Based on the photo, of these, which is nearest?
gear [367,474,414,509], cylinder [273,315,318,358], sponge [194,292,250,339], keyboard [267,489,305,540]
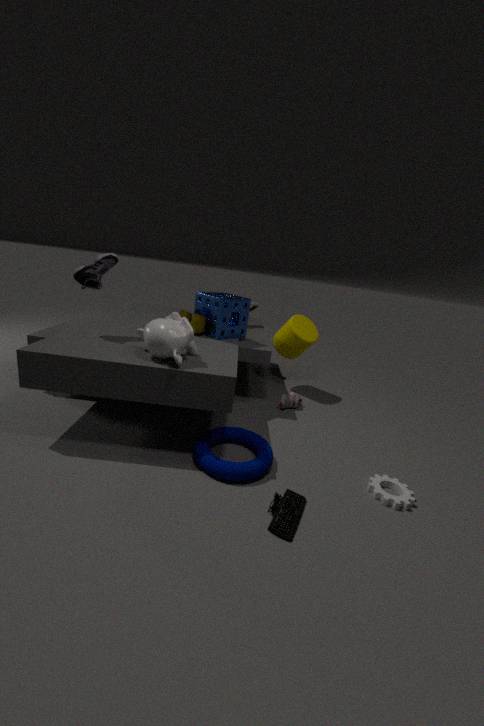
keyboard [267,489,305,540]
